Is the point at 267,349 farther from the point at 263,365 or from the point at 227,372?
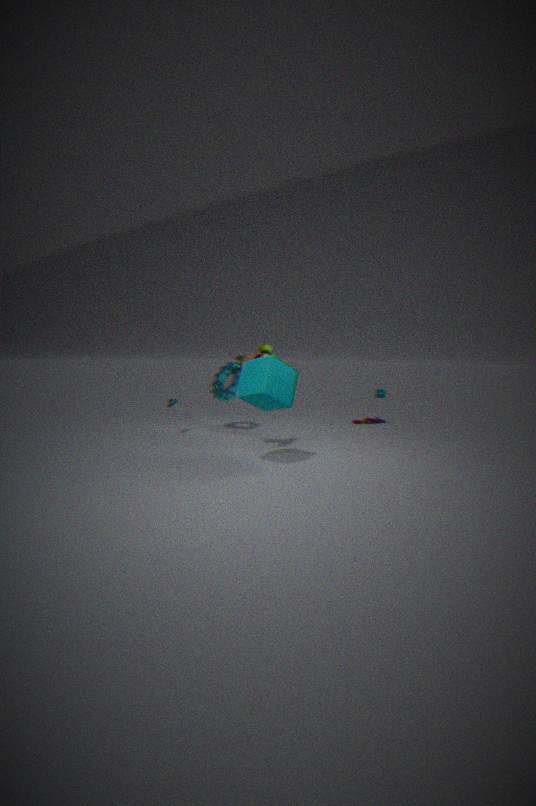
the point at 227,372
